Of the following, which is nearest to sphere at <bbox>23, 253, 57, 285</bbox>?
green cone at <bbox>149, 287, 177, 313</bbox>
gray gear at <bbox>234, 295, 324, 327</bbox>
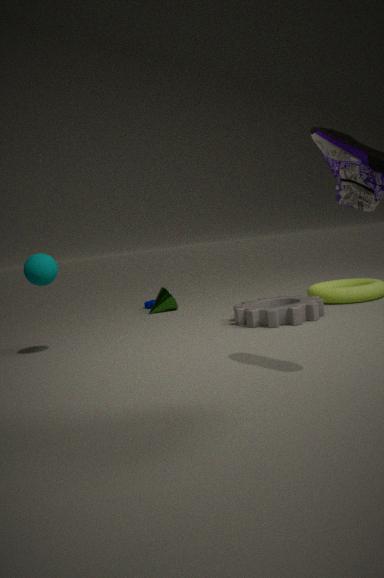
gray gear at <bbox>234, 295, 324, 327</bbox>
